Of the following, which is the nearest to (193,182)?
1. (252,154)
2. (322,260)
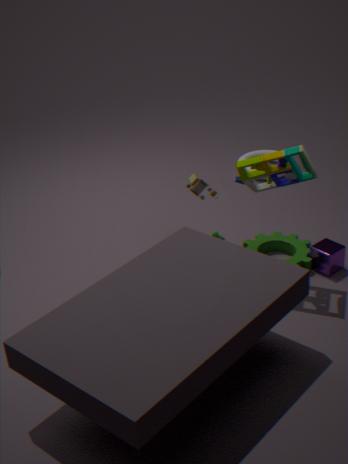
(322,260)
